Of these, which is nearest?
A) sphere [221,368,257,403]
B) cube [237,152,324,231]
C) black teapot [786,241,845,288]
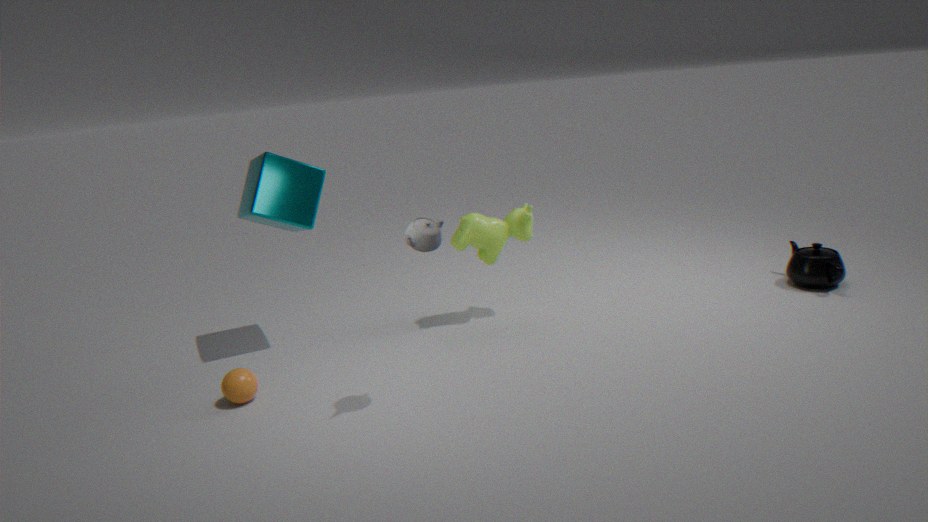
sphere [221,368,257,403]
